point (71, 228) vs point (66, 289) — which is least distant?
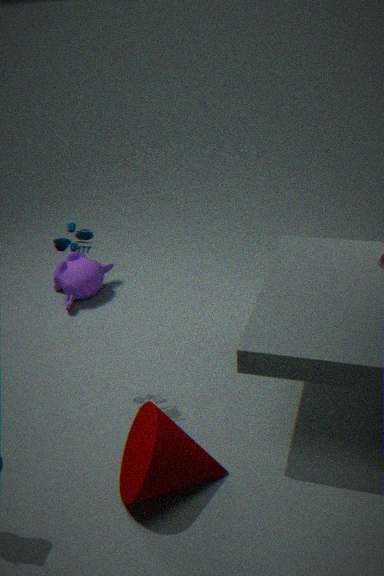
point (71, 228)
